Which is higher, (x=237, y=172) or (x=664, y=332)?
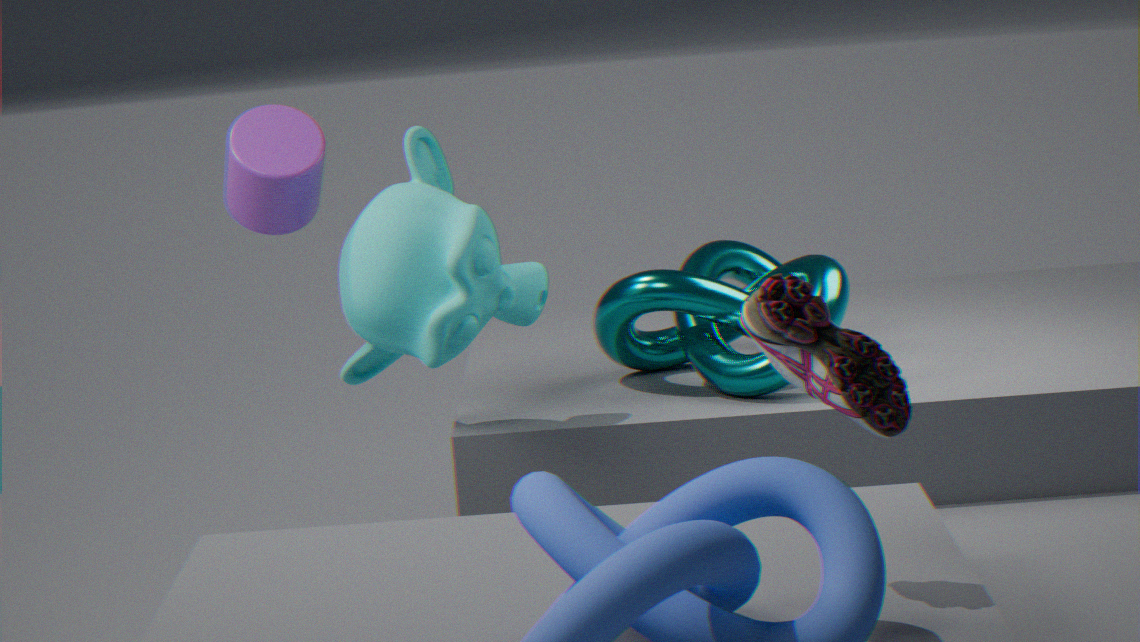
(x=237, y=172)
